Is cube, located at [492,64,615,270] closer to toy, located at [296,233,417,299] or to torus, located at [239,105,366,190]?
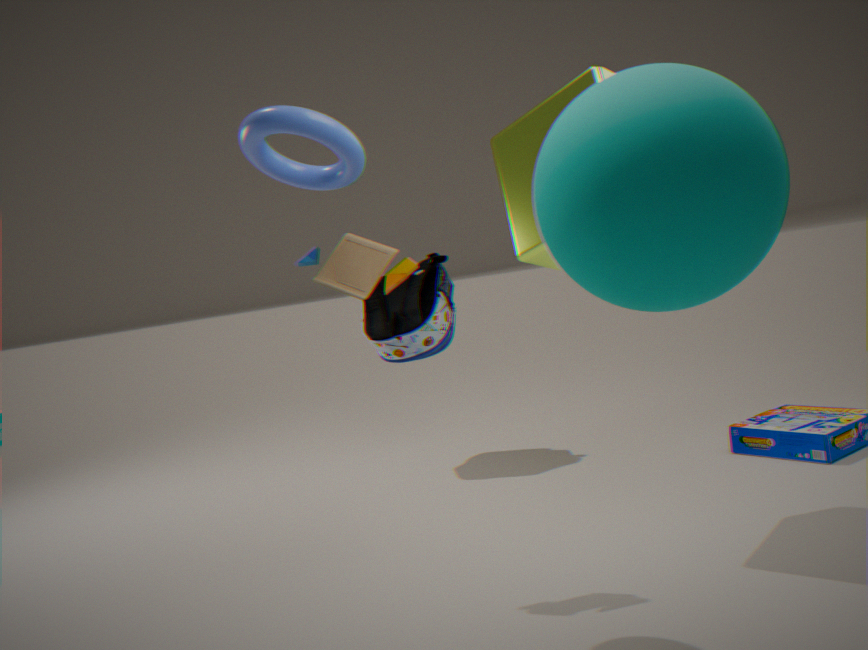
toy, located at [296,233,417,299]
